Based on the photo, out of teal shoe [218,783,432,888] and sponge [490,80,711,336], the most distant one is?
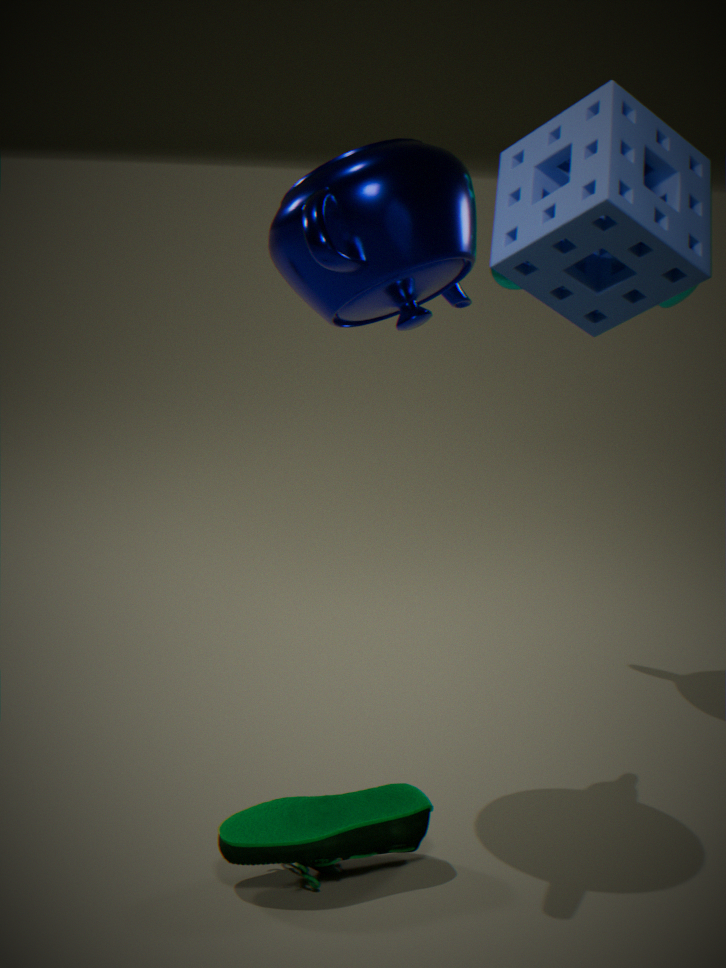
teal shoe [218,783,432,888]
